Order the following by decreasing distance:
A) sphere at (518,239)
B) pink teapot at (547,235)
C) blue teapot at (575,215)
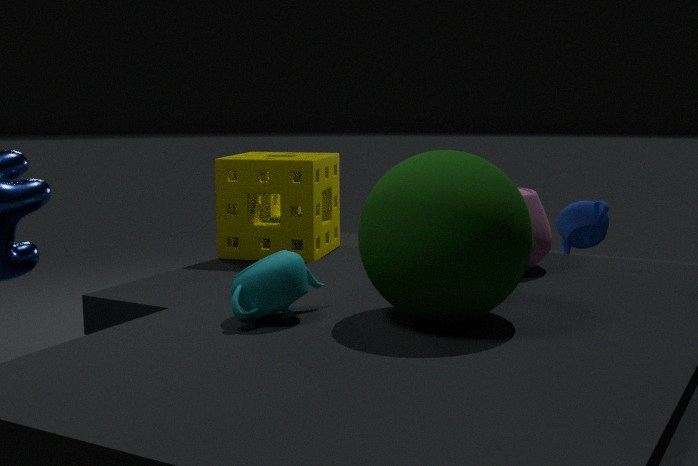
blue teapot at (575,215) → pink teapot at (547,235) → sphere at (518,239)
